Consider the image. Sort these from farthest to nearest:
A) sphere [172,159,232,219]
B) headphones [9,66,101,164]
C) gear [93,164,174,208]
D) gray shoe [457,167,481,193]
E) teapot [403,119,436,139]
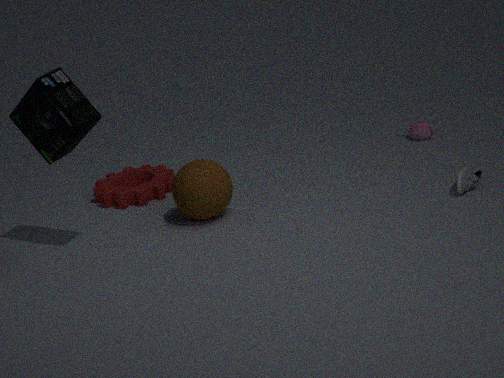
teapot [403,119,436,139] → gear [93,164,174,208] → sphere [172,159,232,219] → gray shoe [457,167,481,193] → headphones [9,66,101,164]
